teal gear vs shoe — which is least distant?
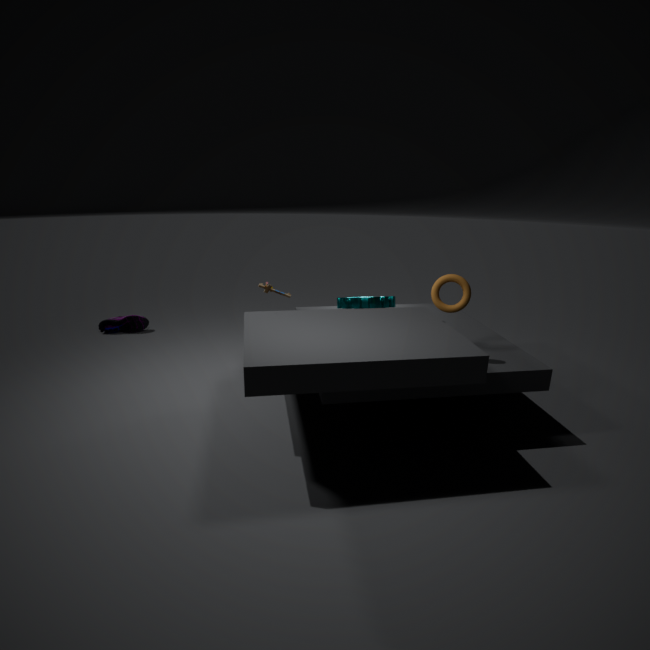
teal gear
